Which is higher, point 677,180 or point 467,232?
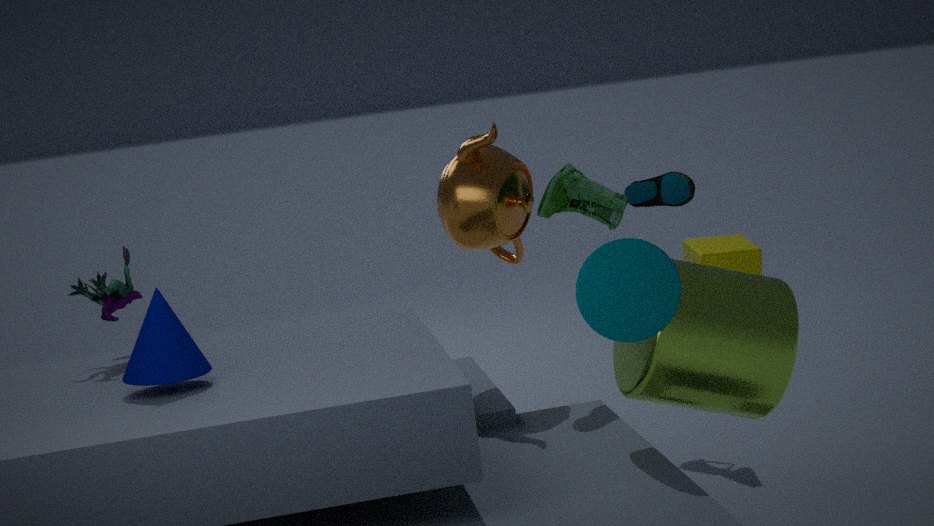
point 467,232
